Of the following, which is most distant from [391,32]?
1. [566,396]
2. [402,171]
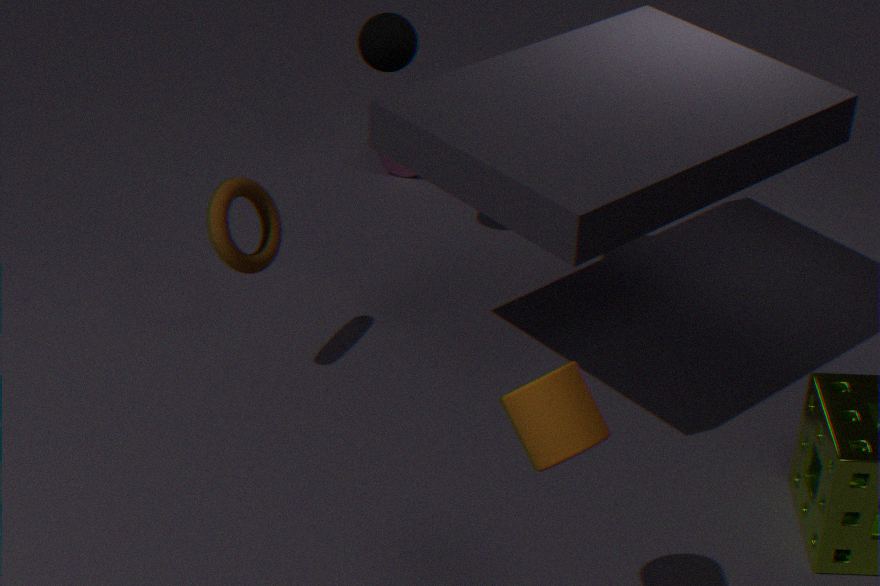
[566,396]
